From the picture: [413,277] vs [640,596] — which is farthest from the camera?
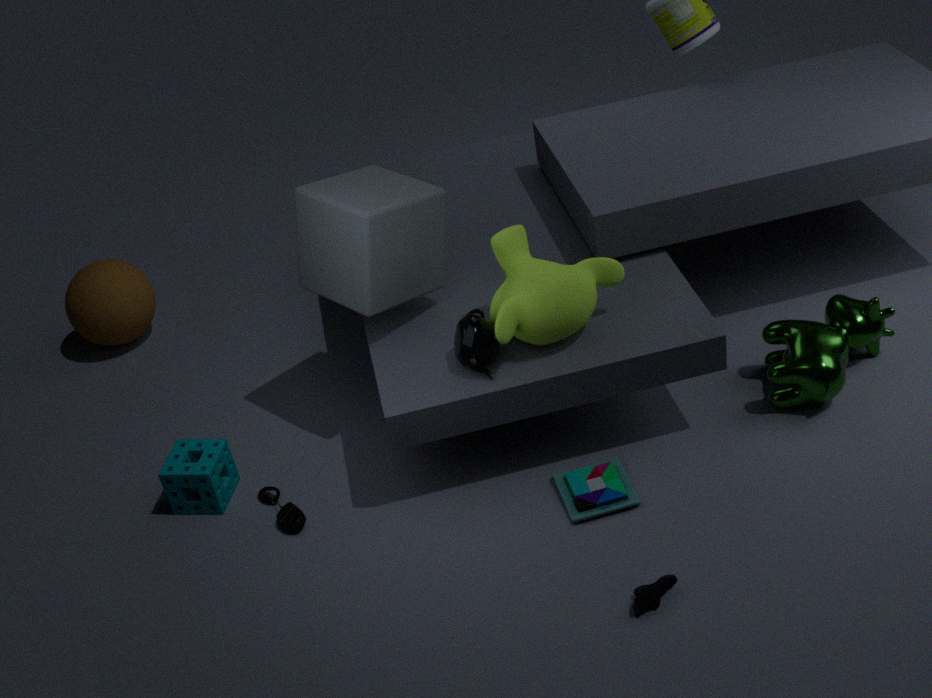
[413,277]
